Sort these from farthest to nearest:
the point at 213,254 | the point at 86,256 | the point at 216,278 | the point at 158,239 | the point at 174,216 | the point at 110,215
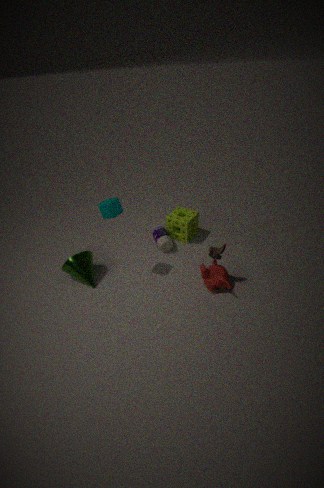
the point at 174,216 < the point at 158,239 < the point at 86,256 < the point at 213,254 < the point at 216,278 < the point at 110,215
